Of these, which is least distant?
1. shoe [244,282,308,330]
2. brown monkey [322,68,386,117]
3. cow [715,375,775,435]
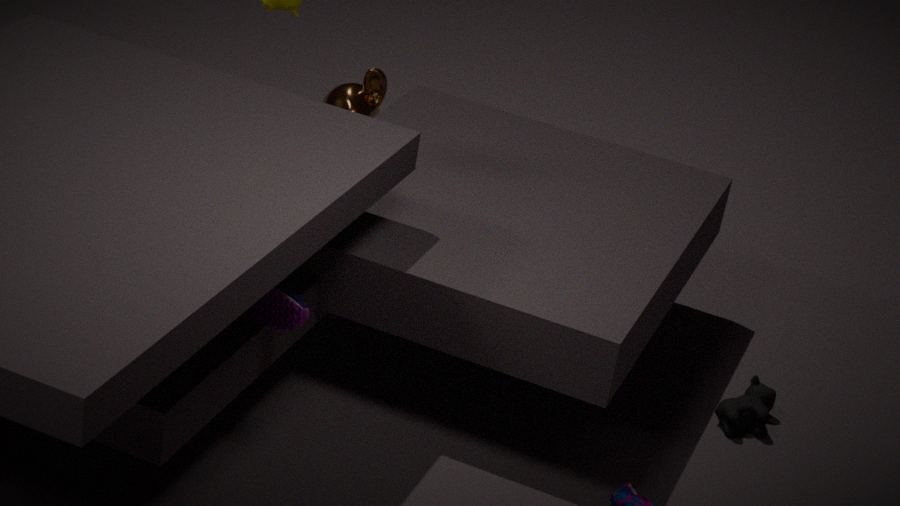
shoe [244,282,308,330]
